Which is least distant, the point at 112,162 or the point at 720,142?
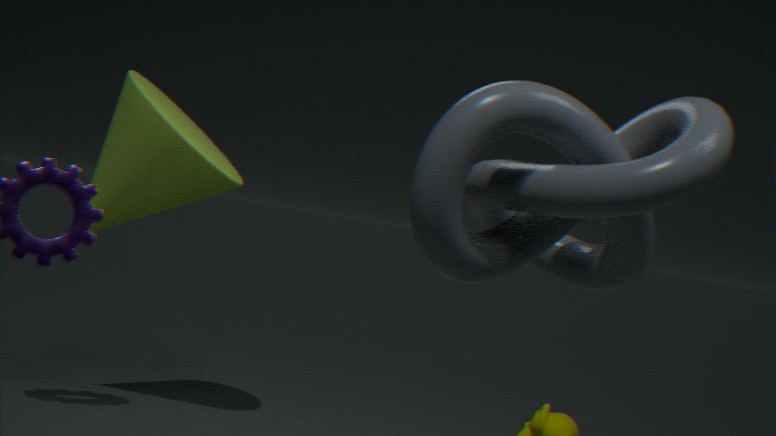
the point at 720,142
